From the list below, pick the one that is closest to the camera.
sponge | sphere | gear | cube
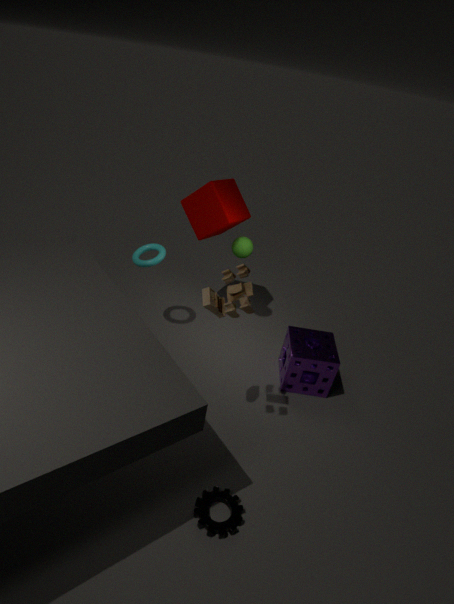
gear
